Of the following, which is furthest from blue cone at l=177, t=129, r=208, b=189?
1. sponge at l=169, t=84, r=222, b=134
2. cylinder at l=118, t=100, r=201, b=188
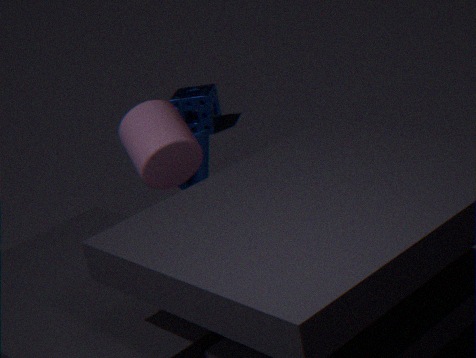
sponge at l=169, t=84, r=222, b=134
